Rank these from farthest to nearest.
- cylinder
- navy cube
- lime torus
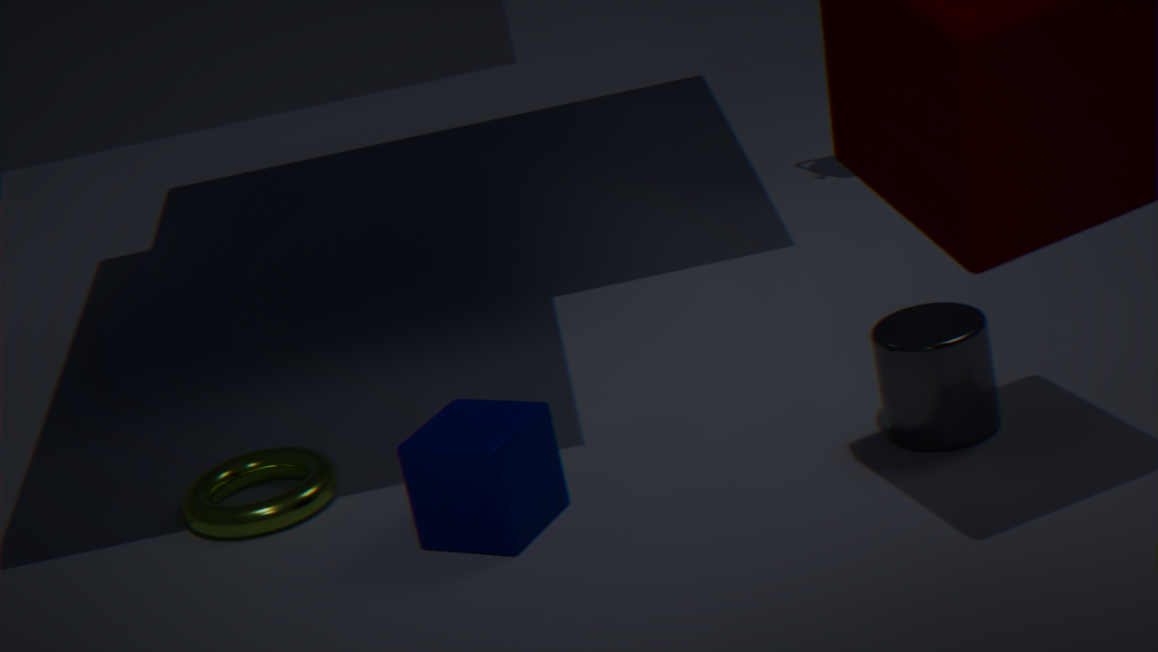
lime torus < cylinder < navy cube
